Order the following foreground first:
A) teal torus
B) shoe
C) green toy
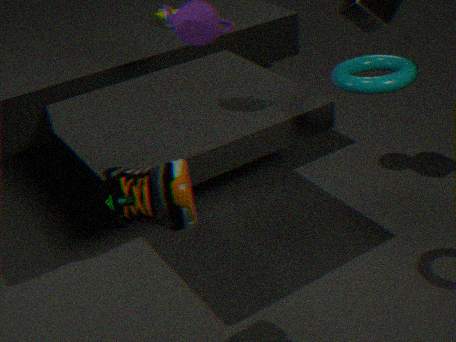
shoe, teal torus, green toy
